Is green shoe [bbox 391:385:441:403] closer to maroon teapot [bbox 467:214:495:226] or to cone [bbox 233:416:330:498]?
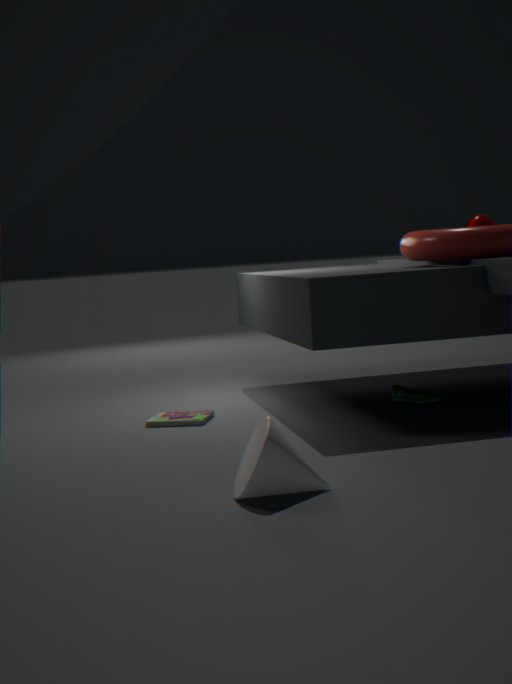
maroon teapot [bbox 467:214:495:226]
